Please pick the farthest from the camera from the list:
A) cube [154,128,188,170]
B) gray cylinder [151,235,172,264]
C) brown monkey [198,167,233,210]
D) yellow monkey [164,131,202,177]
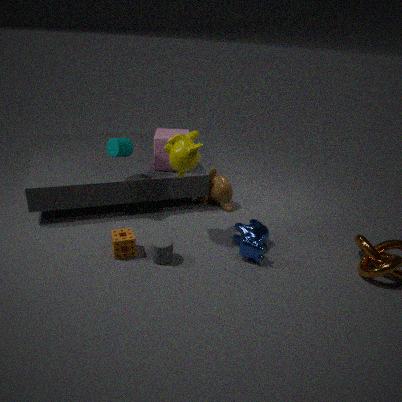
brown monkey [198,167,233,210]
